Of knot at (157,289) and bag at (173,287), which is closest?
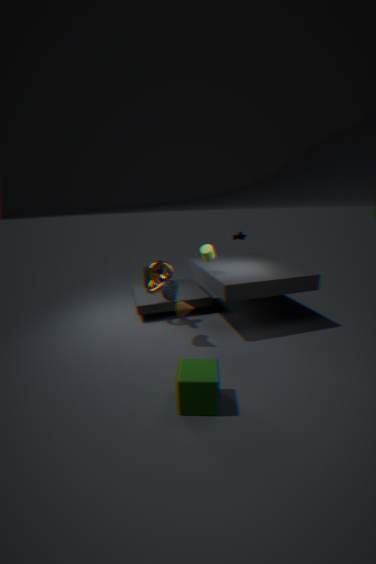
bag at (173,287)
